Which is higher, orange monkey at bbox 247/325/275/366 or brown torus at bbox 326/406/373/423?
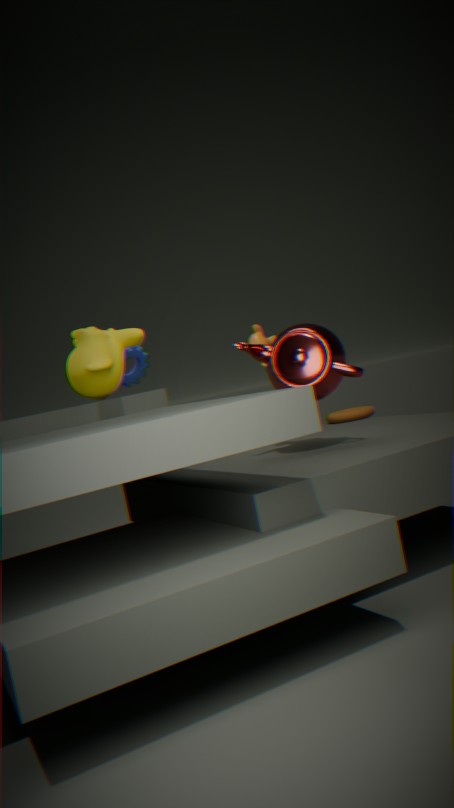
orange monkey at bbox 247/325/275/366
